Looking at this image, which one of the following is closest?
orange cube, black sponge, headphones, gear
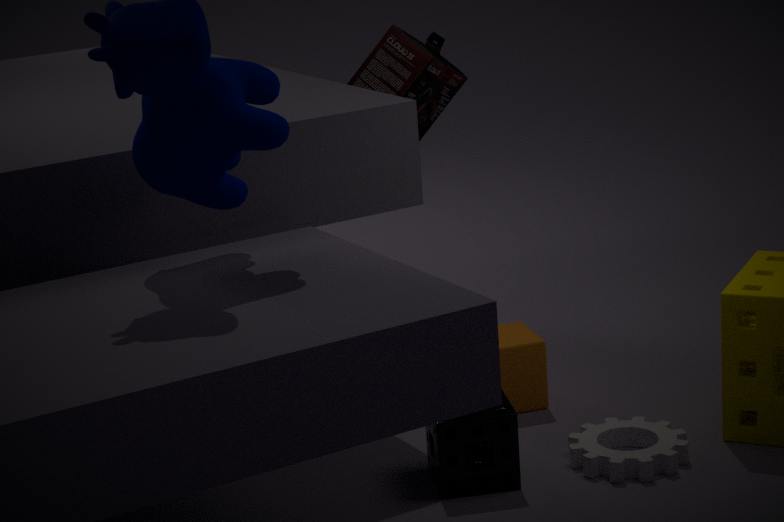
black sponge
